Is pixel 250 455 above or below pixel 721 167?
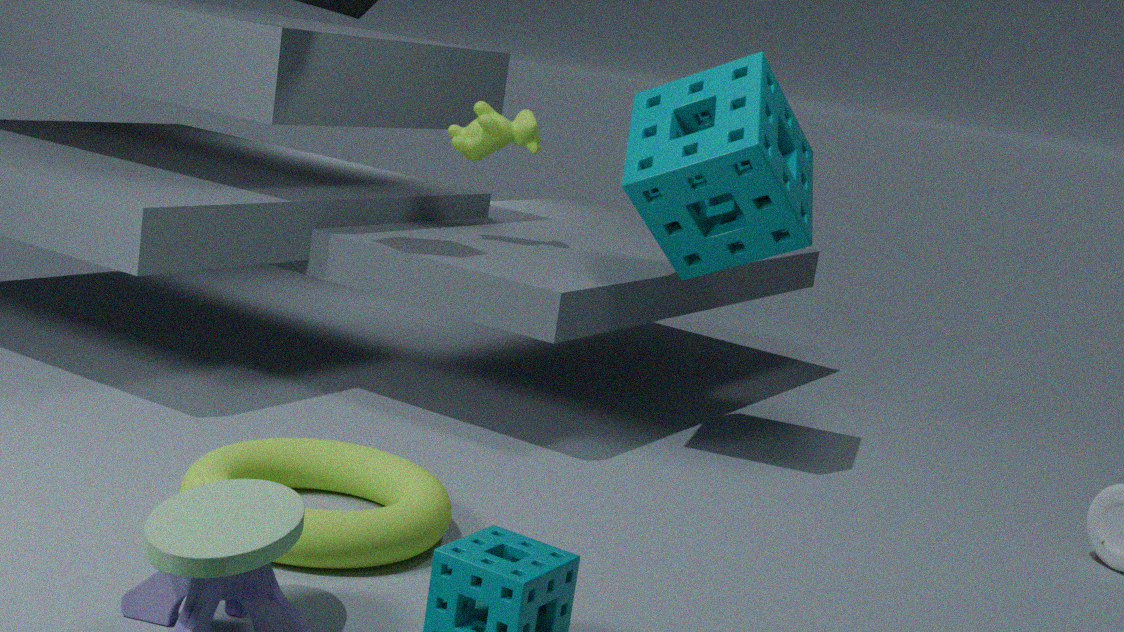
below
